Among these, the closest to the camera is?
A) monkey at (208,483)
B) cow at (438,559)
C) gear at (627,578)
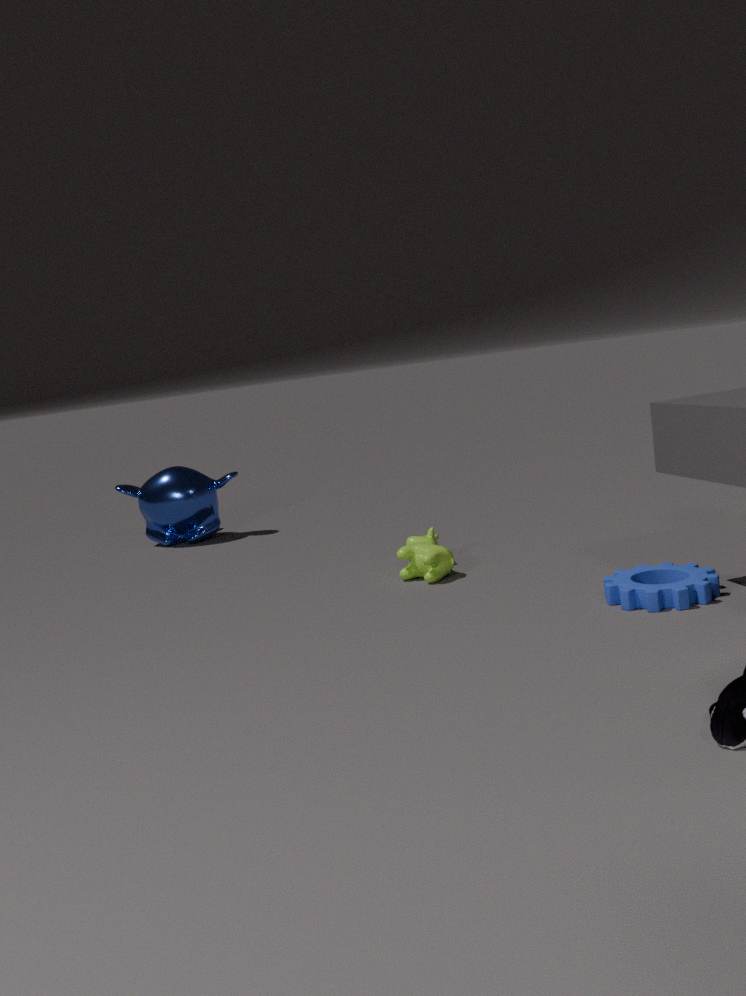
gear at (627,578)
